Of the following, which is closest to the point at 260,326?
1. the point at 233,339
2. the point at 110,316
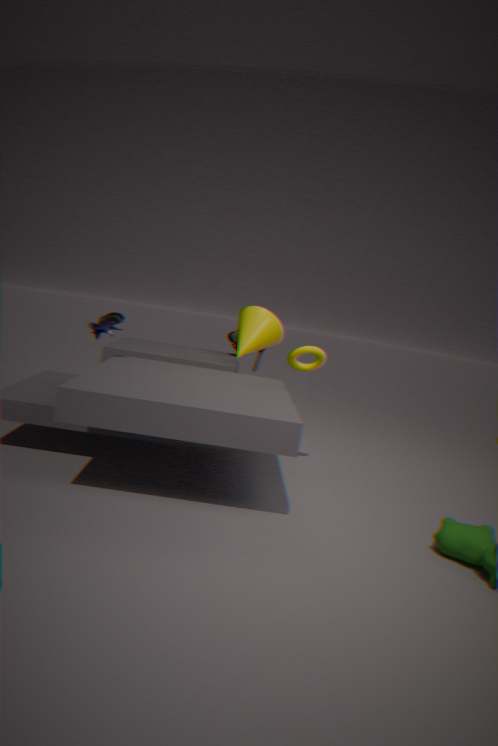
the point at 233,339
